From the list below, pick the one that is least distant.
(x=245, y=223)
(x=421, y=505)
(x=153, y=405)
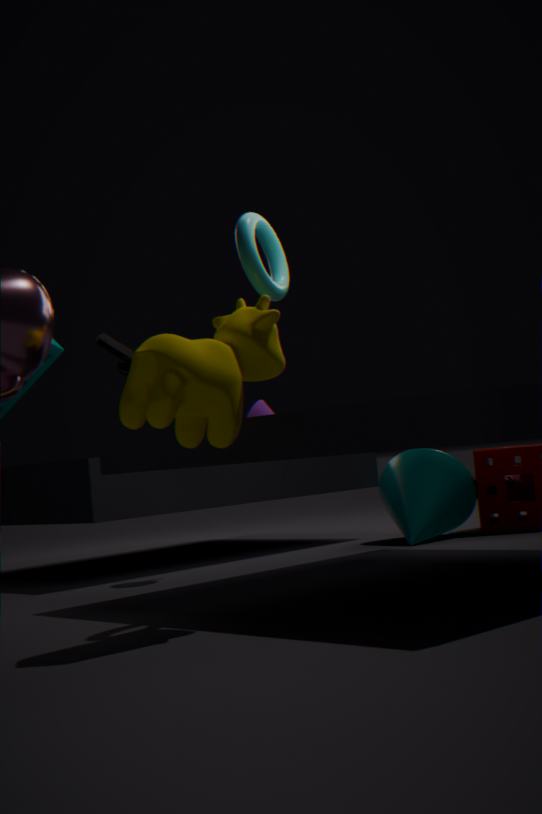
(x=153, y=405)
